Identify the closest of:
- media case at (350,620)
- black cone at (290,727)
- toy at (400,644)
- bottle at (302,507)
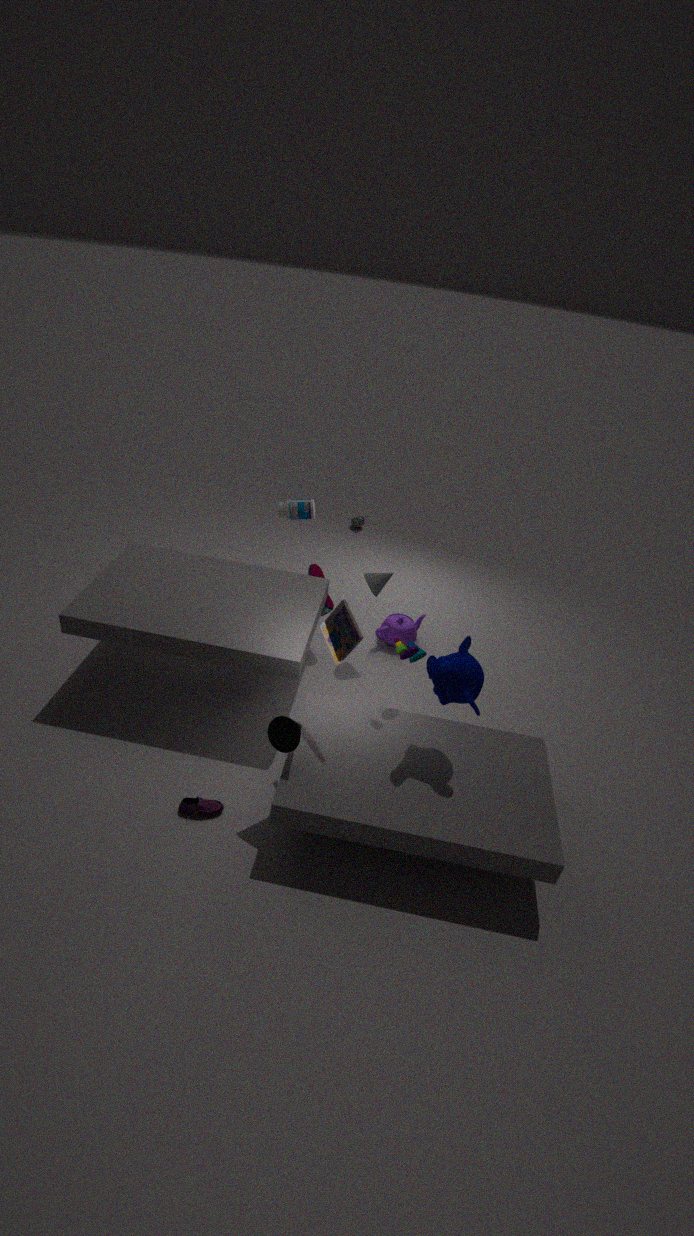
black cone at (290,727)
